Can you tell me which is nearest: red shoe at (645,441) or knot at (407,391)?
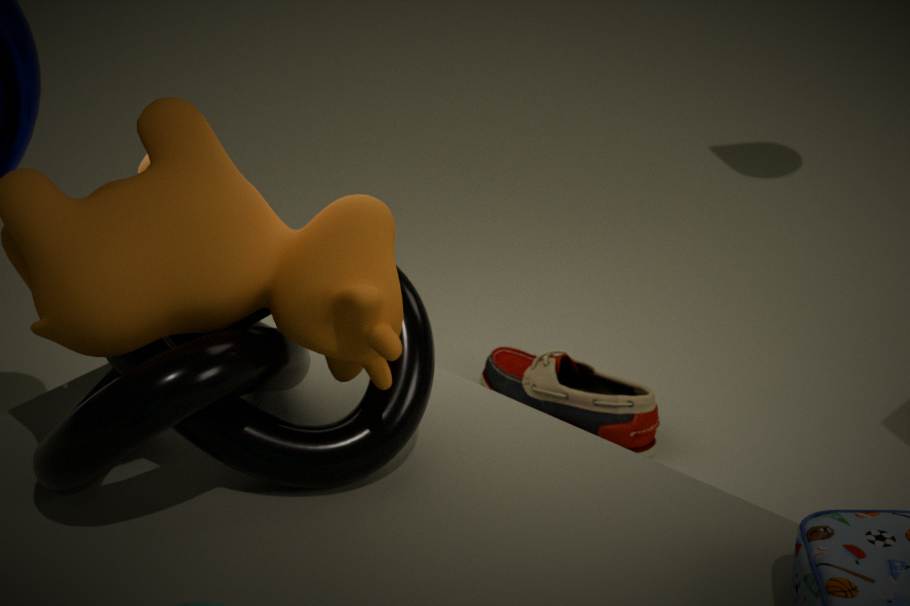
knot at (407,391)
